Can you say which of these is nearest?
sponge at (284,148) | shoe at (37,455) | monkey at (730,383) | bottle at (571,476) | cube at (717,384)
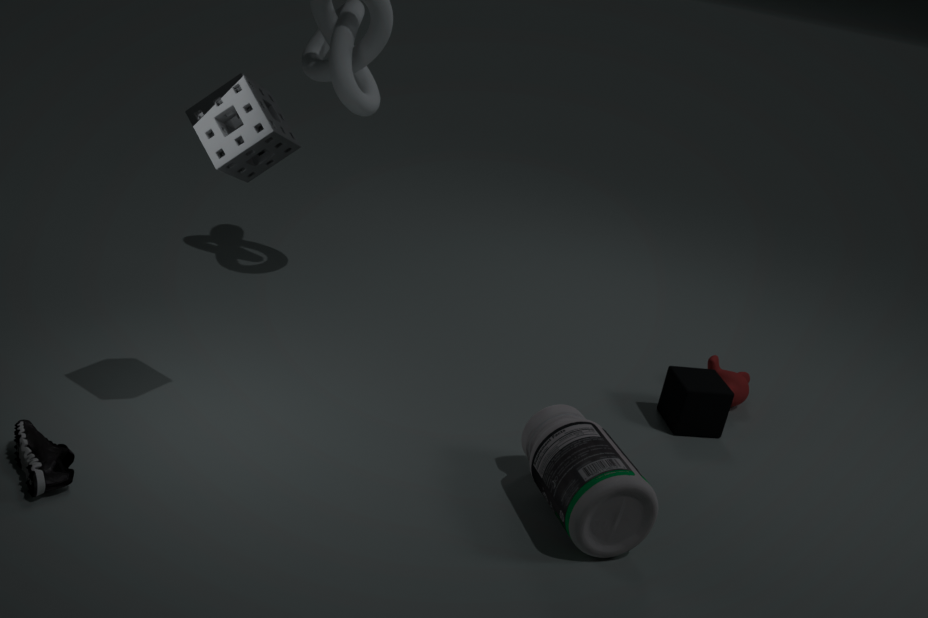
shoe at (37,455)
